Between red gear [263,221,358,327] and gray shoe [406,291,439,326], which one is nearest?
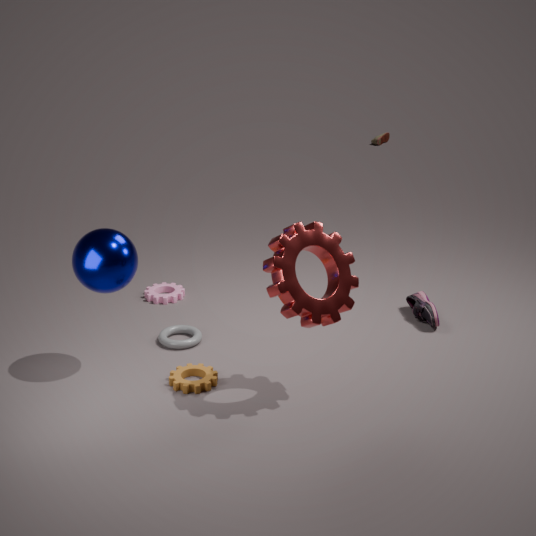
red gear [263,221,358,327]
